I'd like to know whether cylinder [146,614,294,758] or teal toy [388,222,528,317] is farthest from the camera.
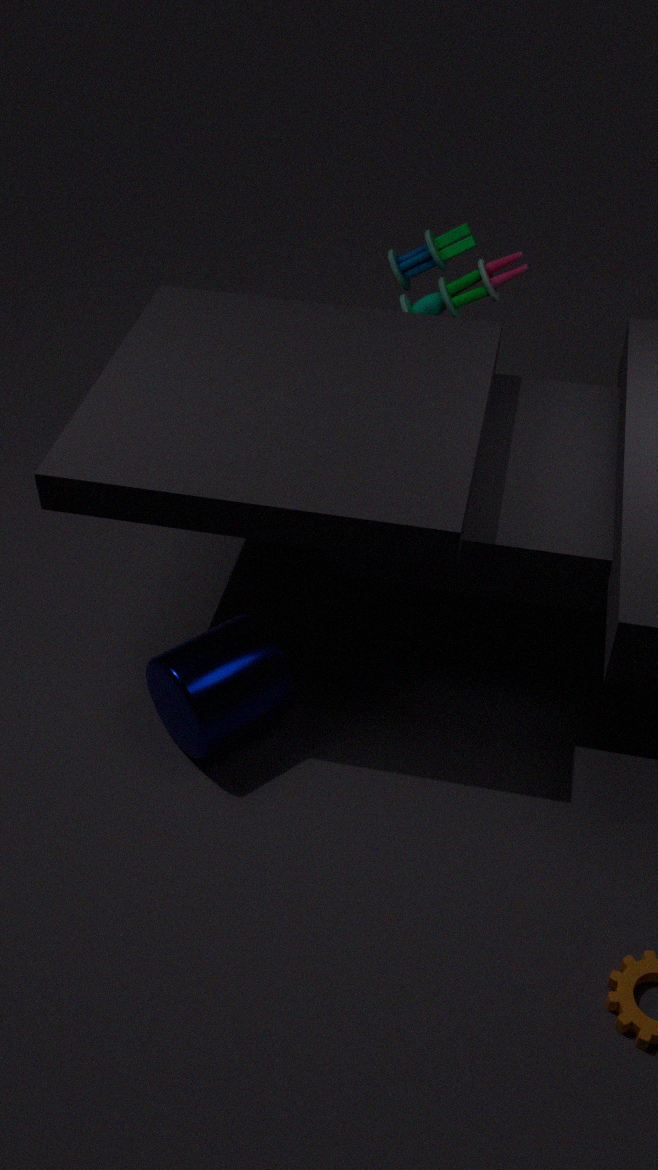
teal toy [388,222,528,317]
